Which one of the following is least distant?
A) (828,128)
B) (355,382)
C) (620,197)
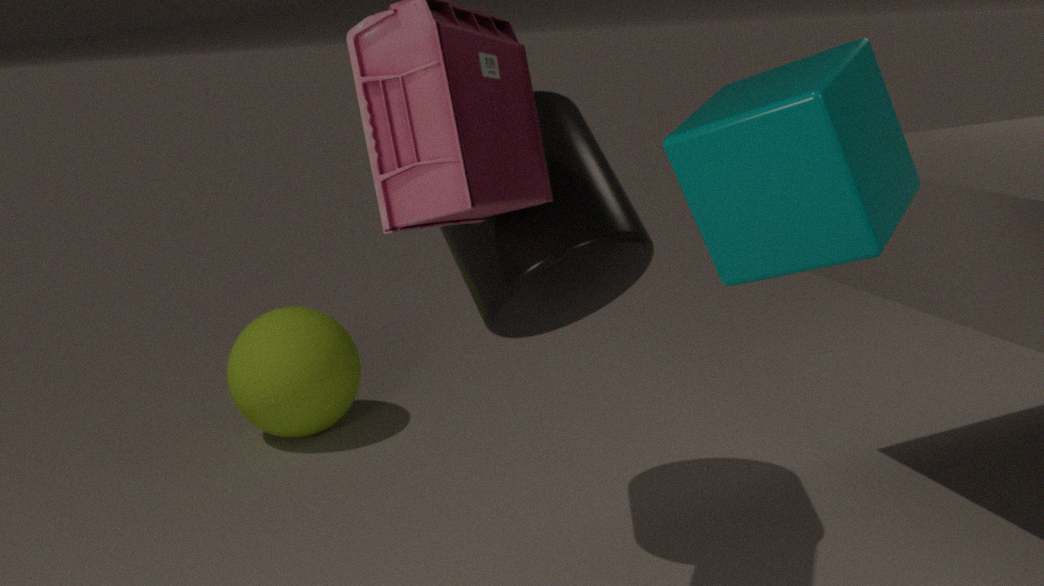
(828,128)
